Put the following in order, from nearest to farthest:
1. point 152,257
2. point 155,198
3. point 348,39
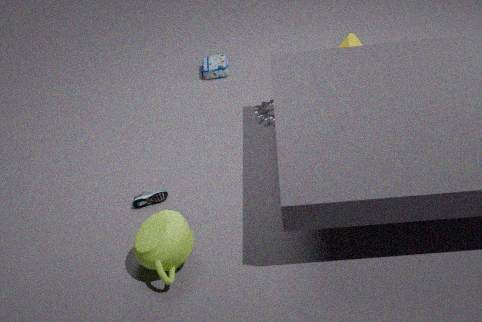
point 152,257 < point 155,198 < point 348,39
